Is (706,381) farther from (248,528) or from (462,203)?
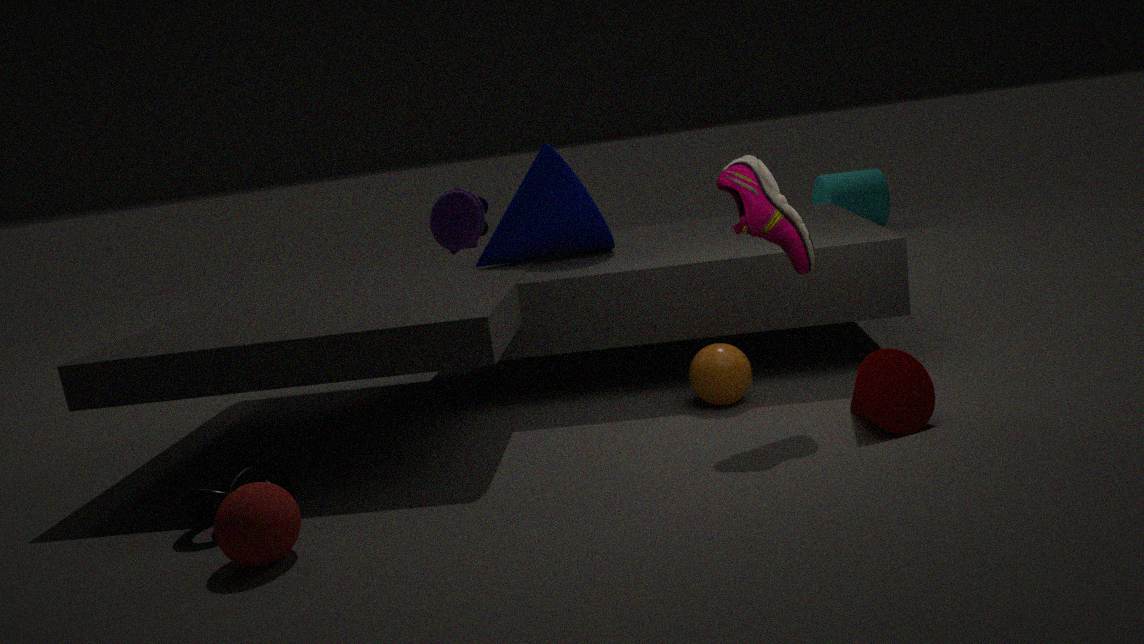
(462,203)
